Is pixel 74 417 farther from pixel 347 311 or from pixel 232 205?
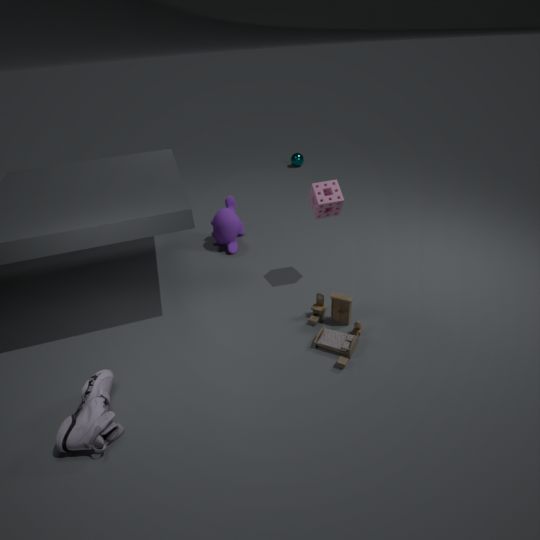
pixel 232 205
